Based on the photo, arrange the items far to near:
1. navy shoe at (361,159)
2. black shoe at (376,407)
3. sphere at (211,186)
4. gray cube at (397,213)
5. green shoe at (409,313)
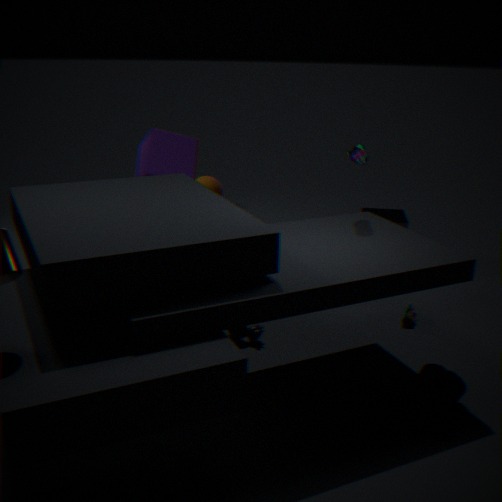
sphere at (211,186) < gray cube at (397,213) < green shoe at (409,313) < navy shoe at (361,159) < black shoe at (376,407)
